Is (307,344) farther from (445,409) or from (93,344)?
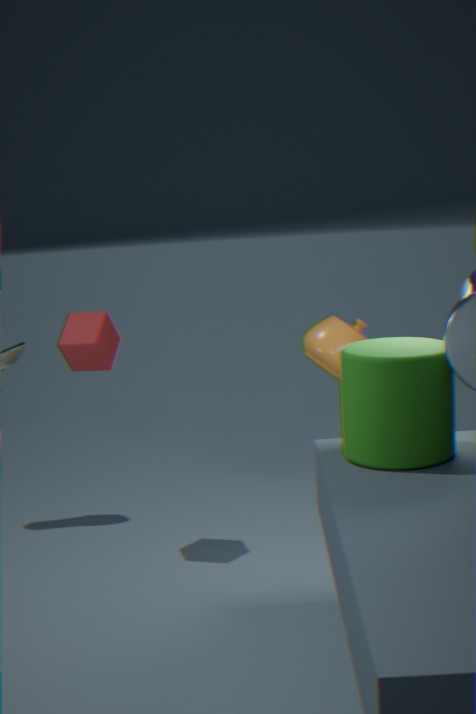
(93,344)
